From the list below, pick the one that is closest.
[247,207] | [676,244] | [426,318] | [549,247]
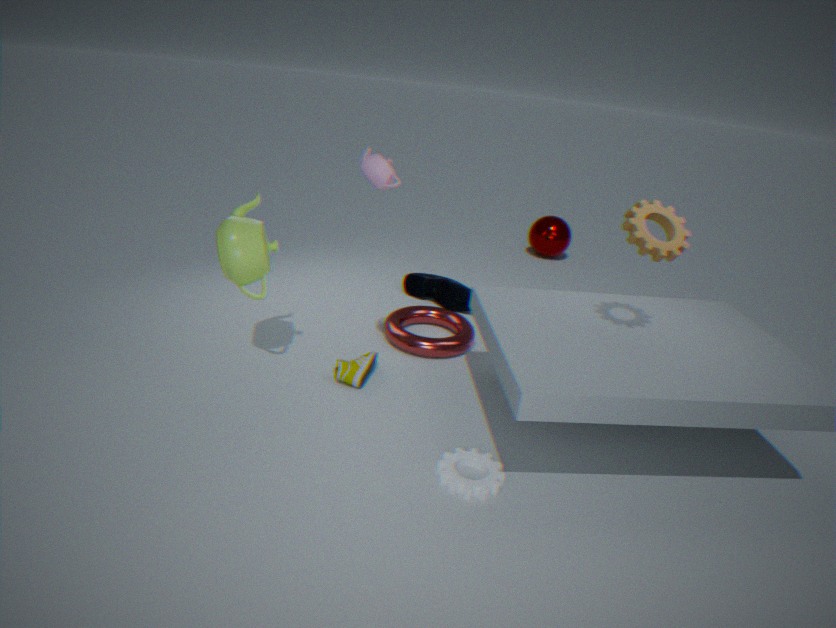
[676,244]
